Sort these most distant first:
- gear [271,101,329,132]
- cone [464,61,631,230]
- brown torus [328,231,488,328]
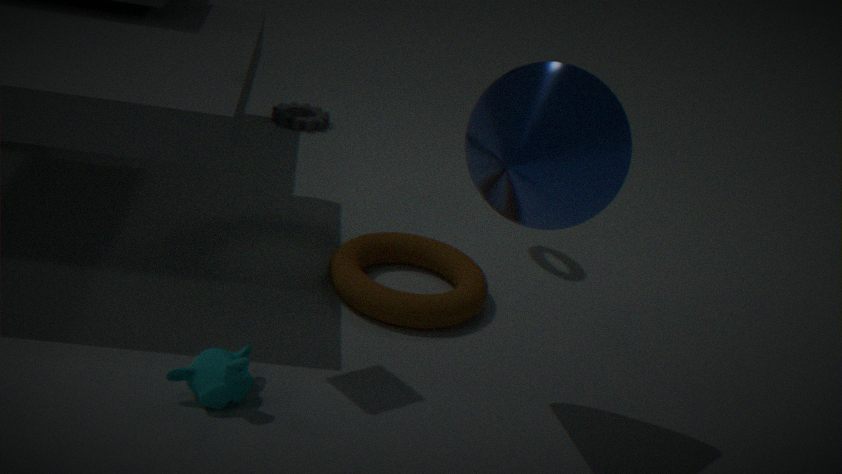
1. gear [271,101,329,132]
2. brown torus [328,231,488,328]
3. cone [464,61,631,230]
